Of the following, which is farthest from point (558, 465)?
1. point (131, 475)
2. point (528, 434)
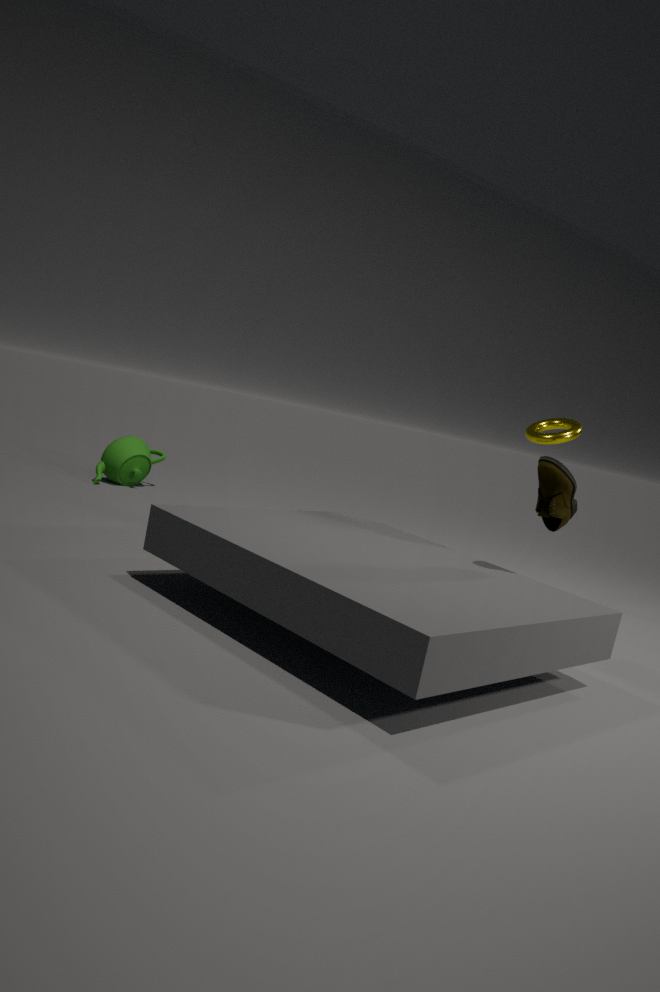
point (131, 475)
